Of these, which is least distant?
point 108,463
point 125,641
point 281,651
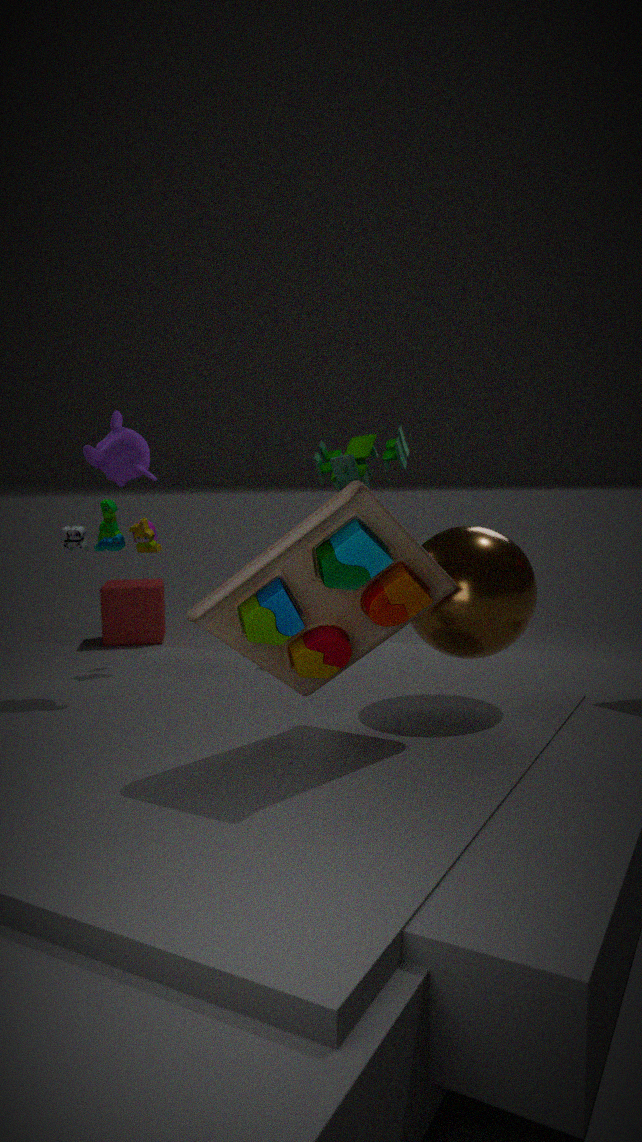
point 281,651
